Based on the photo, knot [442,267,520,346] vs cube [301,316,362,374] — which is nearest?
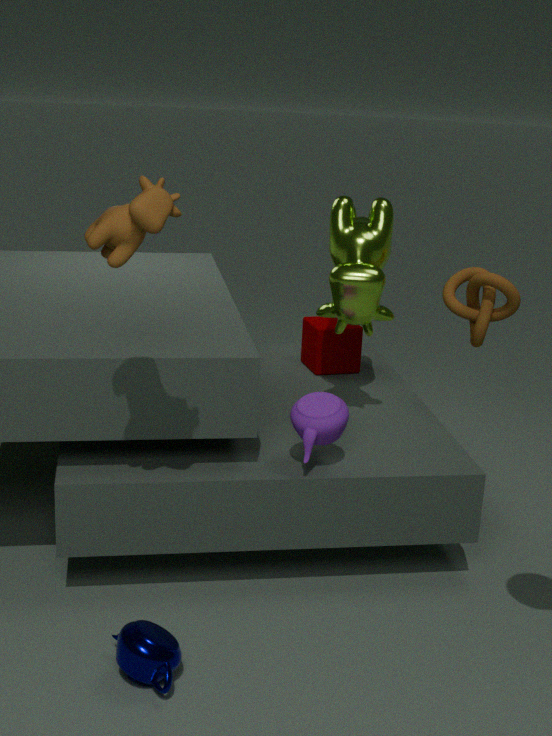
knot [442,267,520,346]
